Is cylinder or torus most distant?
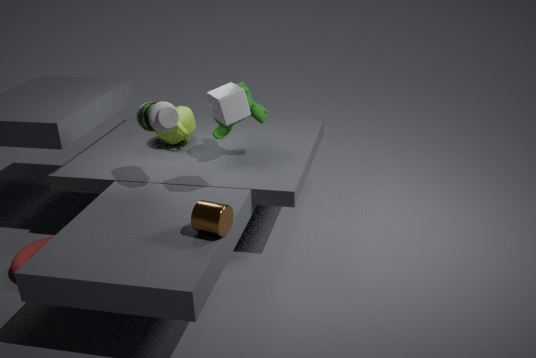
torus
